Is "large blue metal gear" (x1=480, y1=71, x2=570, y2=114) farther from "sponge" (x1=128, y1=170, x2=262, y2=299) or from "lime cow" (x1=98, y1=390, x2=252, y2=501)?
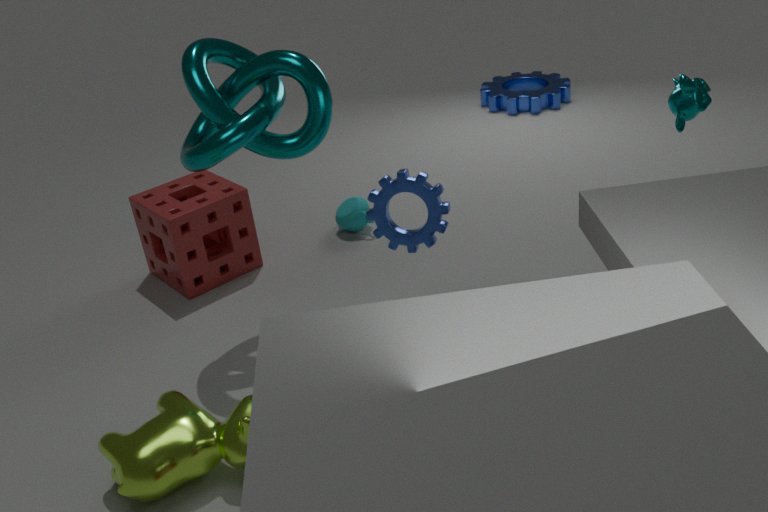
"lime cow" (x1=98, y1=390, x2=252, y2=501)
